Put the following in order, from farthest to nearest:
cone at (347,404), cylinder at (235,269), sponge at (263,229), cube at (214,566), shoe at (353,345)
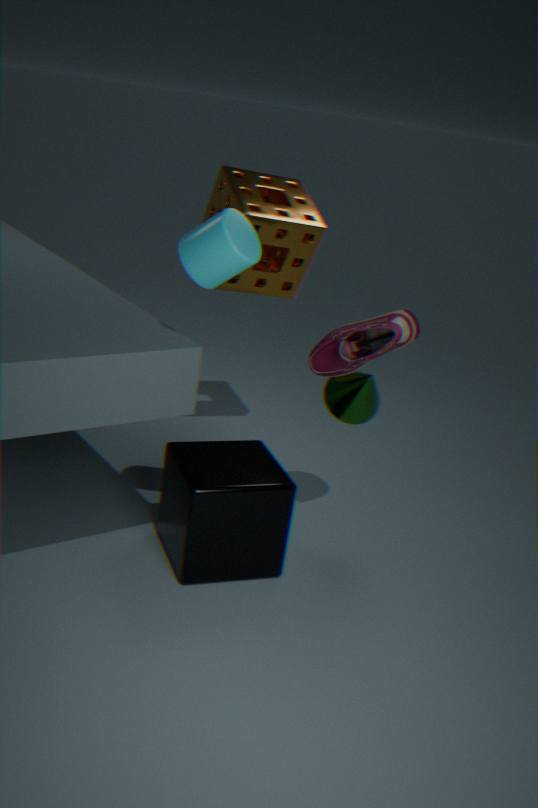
sponge at (263,229) < cone at (347,404) < shoe at (353,345) < cube at (214,566) < cylinder at (235,269)
